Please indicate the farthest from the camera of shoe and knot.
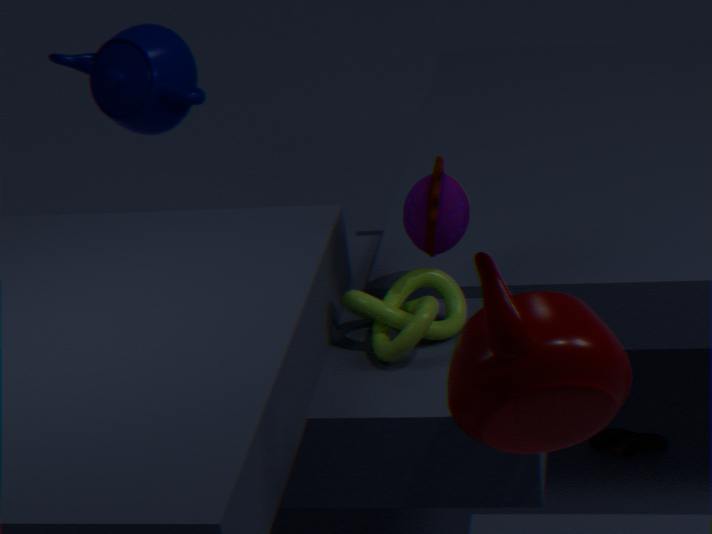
shoe
